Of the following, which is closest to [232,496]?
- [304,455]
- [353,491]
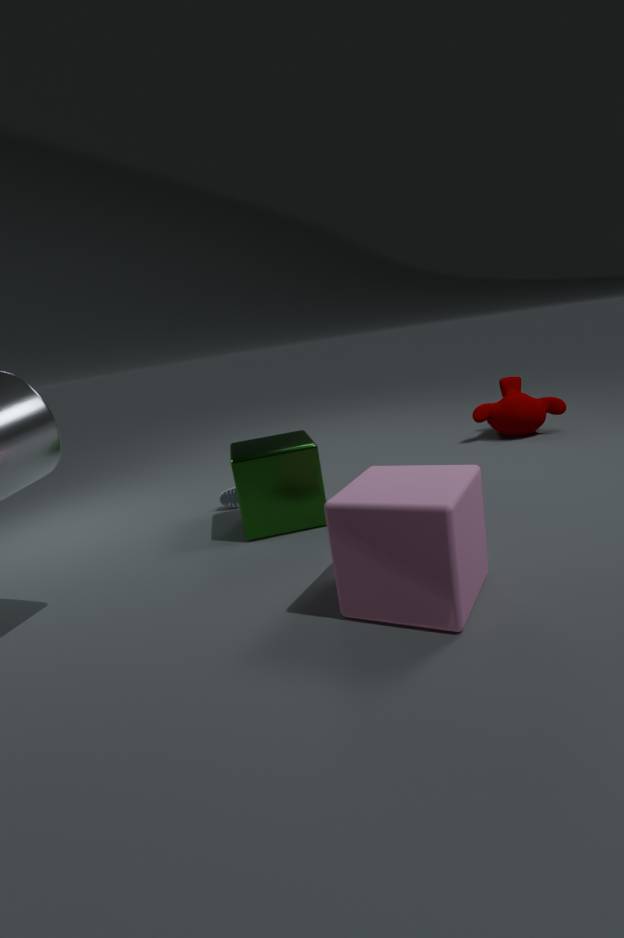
[304,455]
